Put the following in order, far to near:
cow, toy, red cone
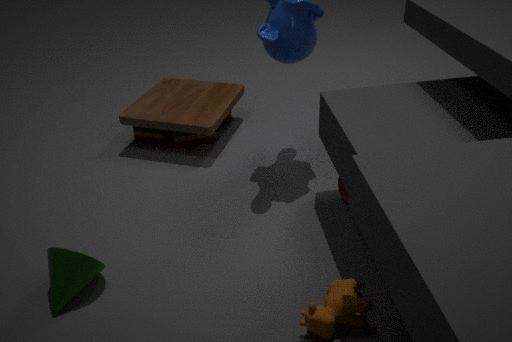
toy
red cone
cow
